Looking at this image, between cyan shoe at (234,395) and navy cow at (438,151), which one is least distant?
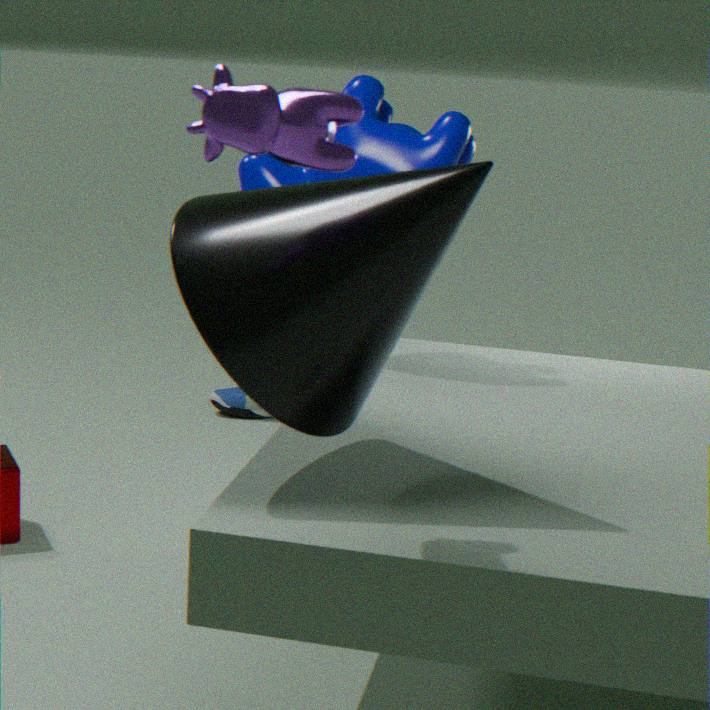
navy cow at (438,151)
